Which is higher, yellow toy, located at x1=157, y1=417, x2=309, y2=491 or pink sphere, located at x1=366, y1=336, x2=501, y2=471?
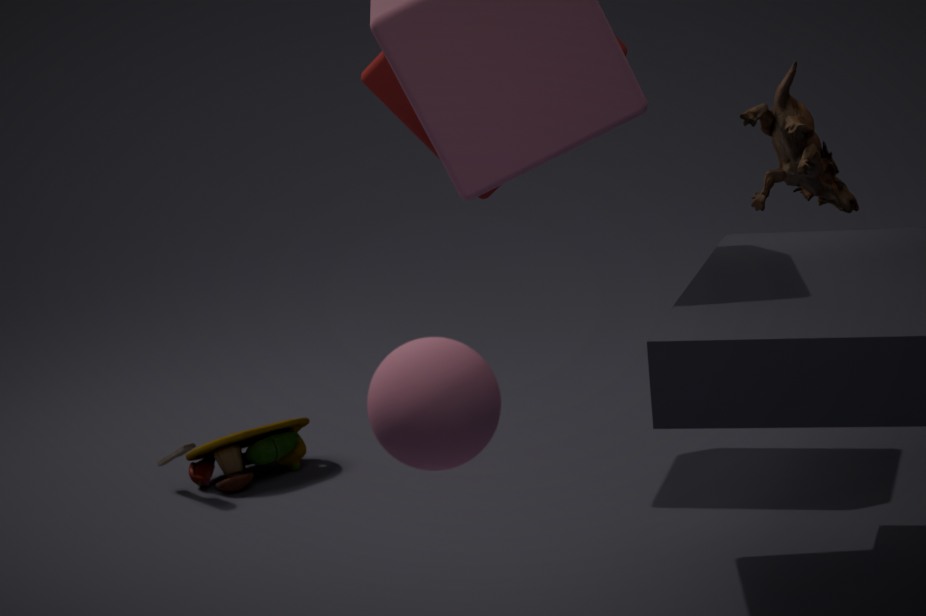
pink sphere, located at x1=366, y1=336, x2=501, y2=471
